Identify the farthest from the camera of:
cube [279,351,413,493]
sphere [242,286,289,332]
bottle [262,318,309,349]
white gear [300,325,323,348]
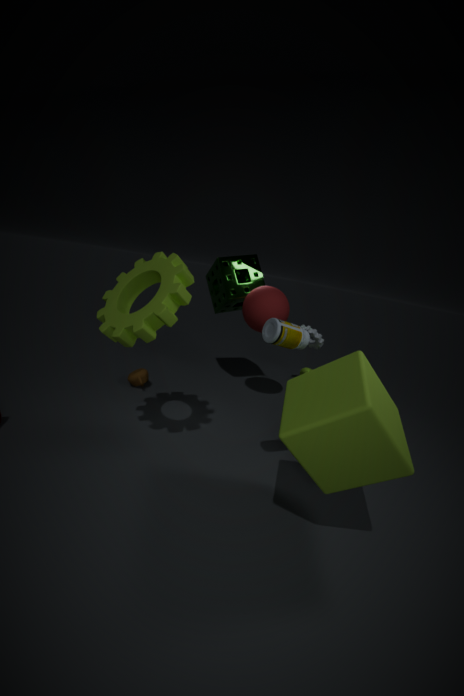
white gear [300,325,323,348]
